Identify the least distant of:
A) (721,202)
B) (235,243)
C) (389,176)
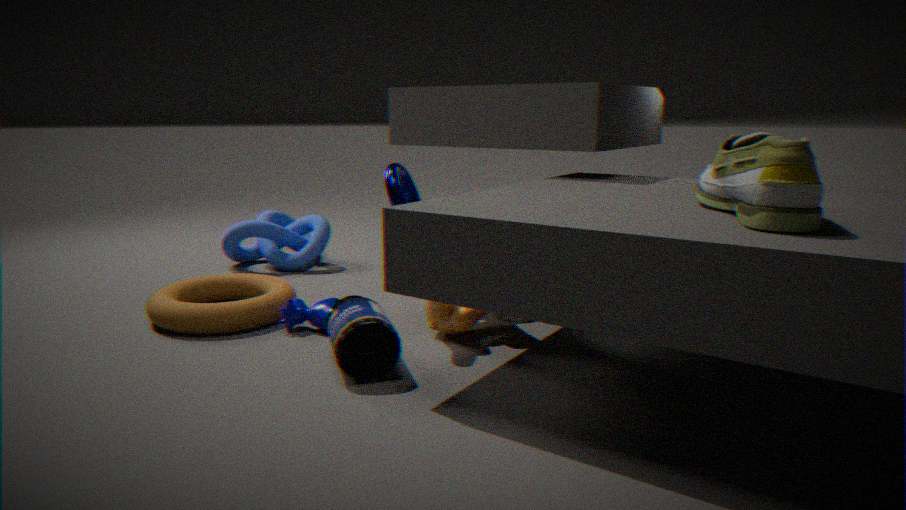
(721,202)
